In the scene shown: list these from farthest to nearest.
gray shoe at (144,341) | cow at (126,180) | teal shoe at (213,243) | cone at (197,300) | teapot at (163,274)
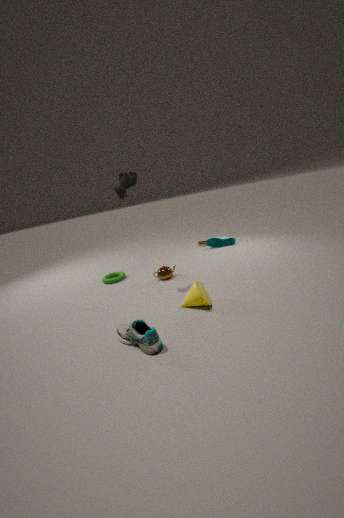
teal shoe at (213,243) < teapot at (163,274) < cow at (126,180) < cone at (197,300) < gray shoe at (144,341)
